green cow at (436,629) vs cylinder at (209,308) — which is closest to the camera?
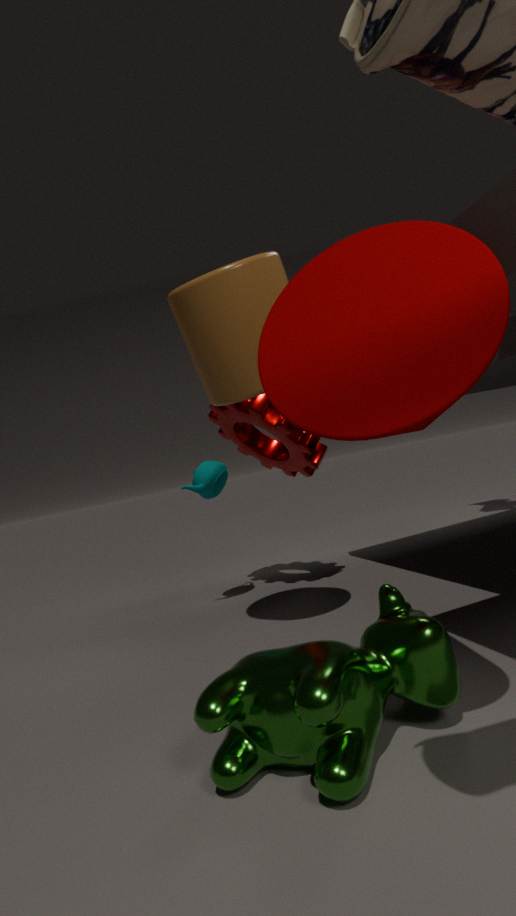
green cow at (436,629)
